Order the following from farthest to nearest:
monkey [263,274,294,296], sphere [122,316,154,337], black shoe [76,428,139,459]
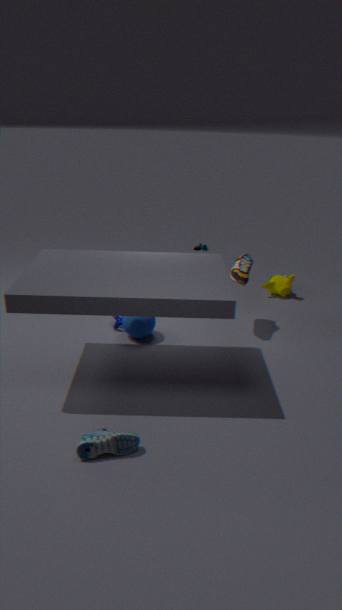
1. monkey [263,274,294,296]
2. sphere [122,316,154,337]
3. black shoe [76,428,139,459]
